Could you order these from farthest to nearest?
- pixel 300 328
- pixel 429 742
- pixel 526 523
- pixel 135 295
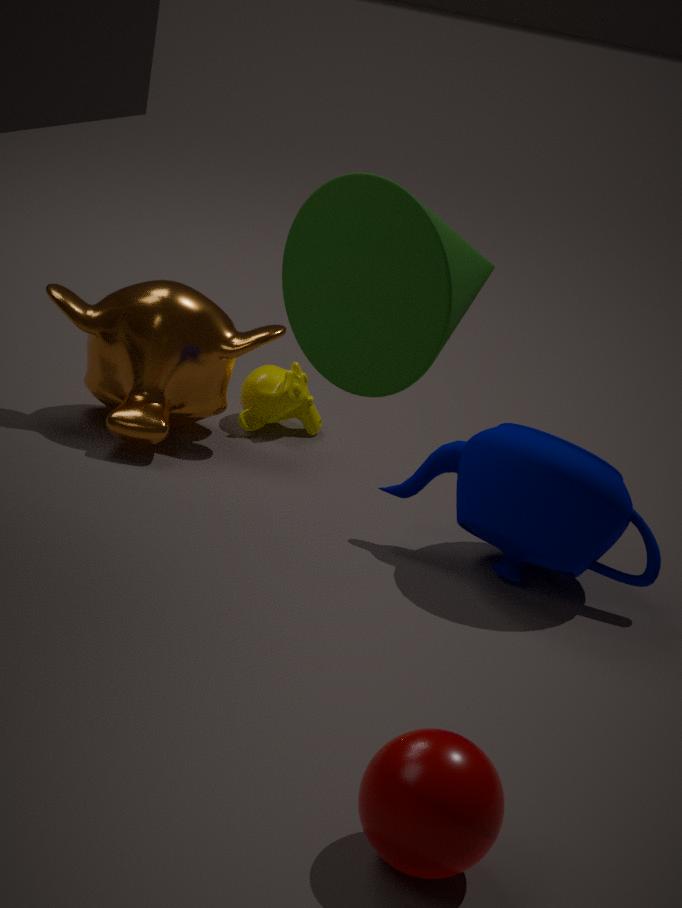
pixel 135 295
pixel 526 523
pixel 429 742
pixel 300 328
